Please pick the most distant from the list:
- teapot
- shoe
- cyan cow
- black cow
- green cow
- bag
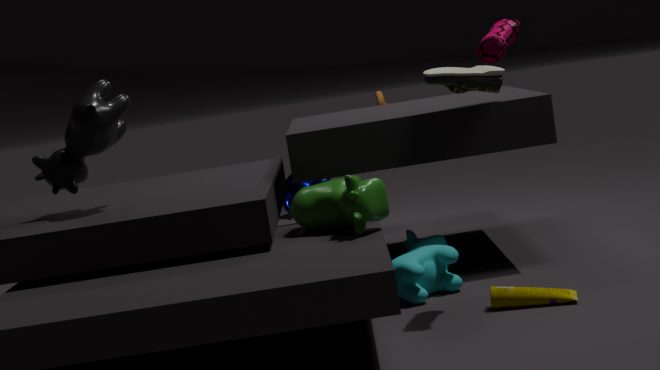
teapot
